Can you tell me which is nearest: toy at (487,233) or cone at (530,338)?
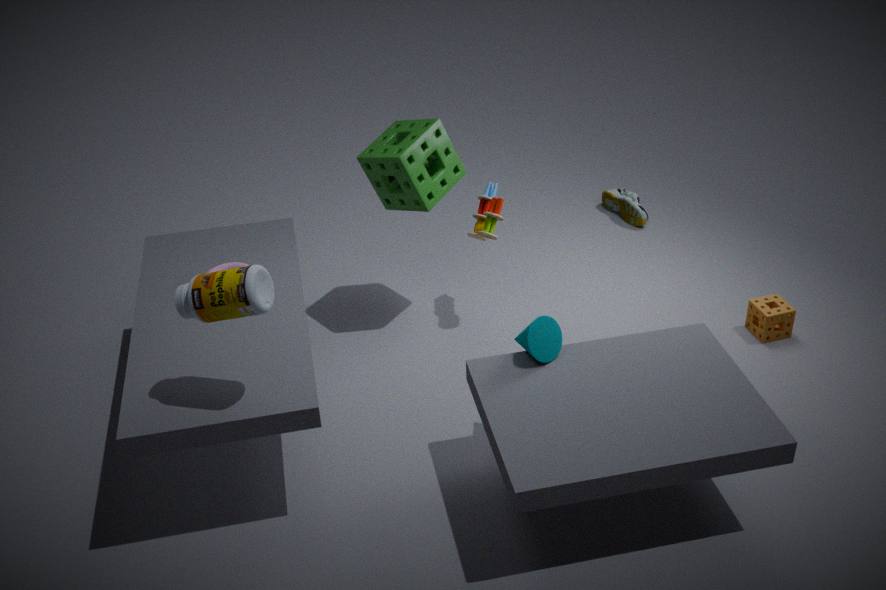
cone at (530,338)
